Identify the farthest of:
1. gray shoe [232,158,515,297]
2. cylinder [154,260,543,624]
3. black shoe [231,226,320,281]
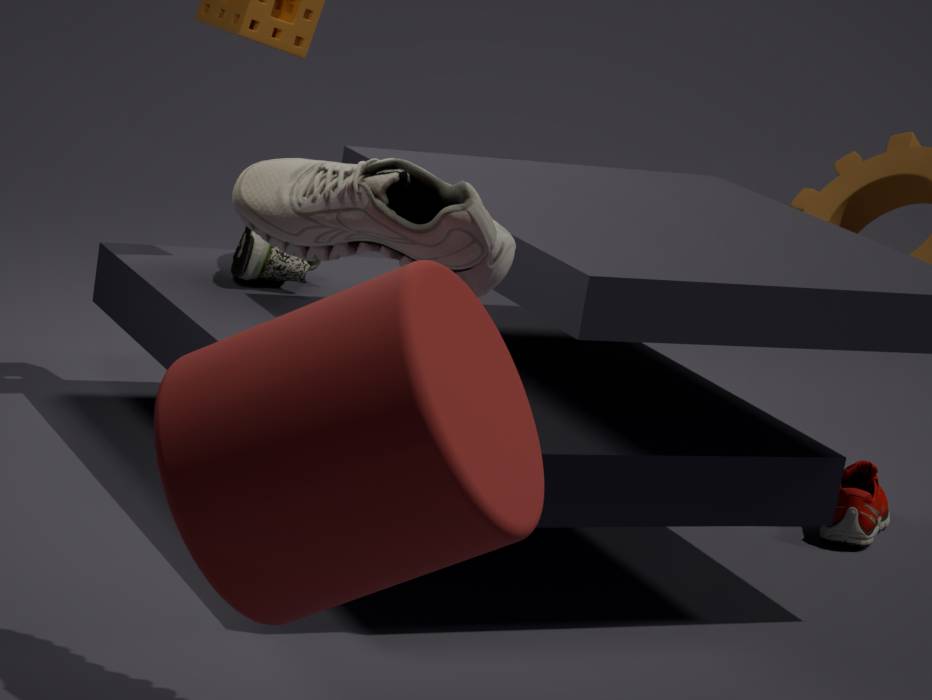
black shoe [231,226,320,281]
